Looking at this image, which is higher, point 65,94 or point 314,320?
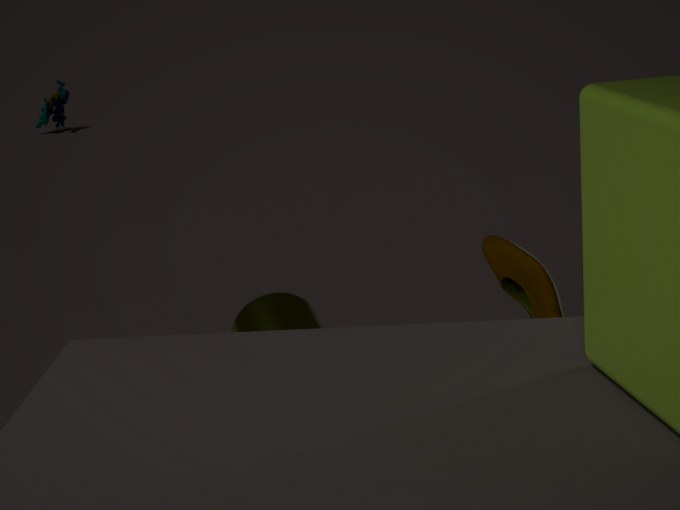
point 314,320
